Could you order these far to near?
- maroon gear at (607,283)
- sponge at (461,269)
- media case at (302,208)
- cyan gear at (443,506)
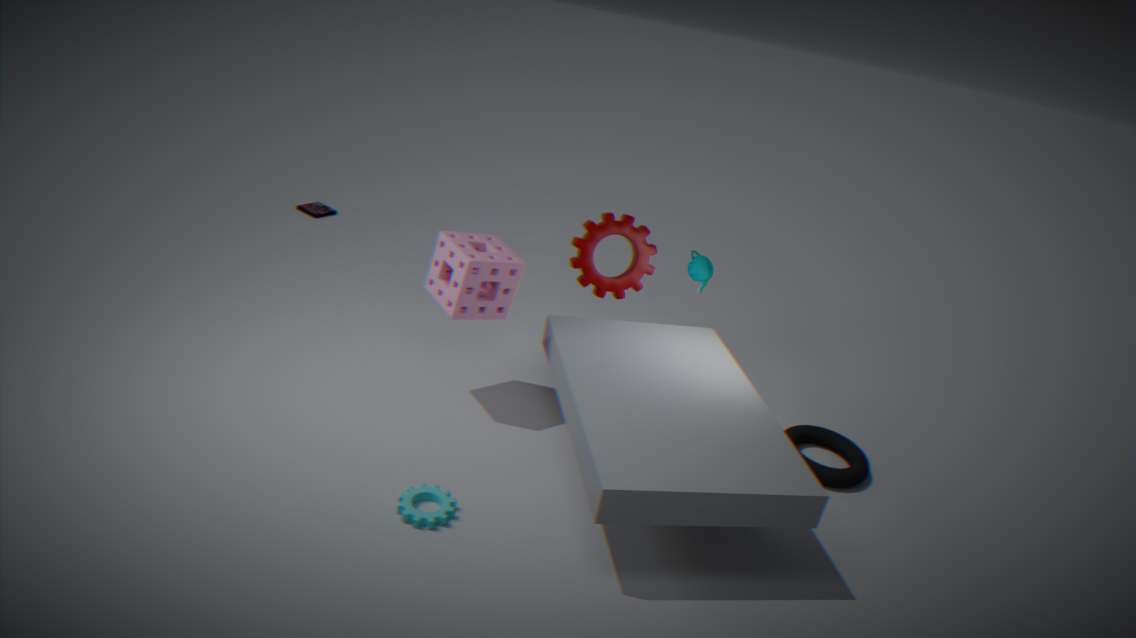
media case at (302,208)
maroon gear at (607,283)
sponge at (461,269)
cyan gear at (443,506)
